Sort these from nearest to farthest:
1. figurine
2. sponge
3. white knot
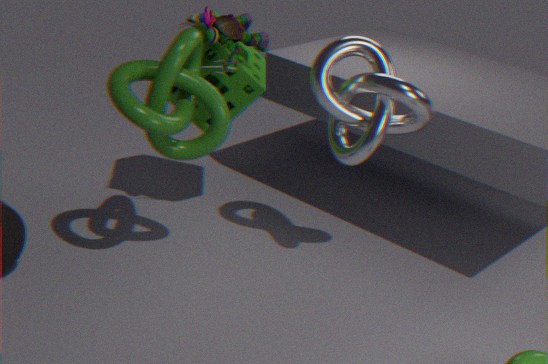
white knot
figurine
sponge
